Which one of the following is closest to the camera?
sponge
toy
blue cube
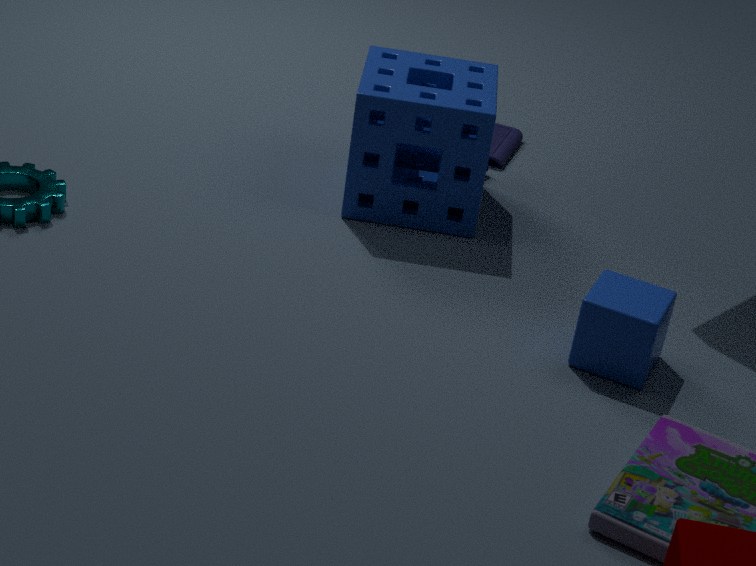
blue cube
